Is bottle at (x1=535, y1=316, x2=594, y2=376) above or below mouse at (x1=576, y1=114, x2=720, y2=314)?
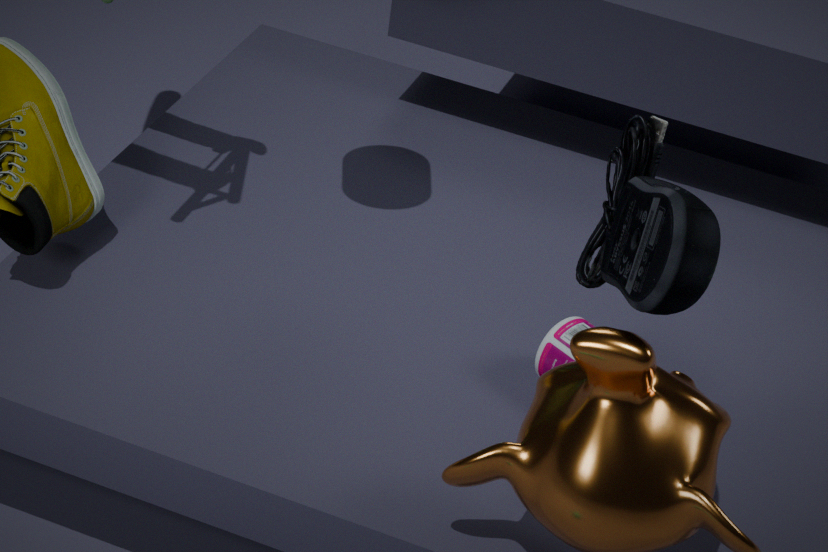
below
